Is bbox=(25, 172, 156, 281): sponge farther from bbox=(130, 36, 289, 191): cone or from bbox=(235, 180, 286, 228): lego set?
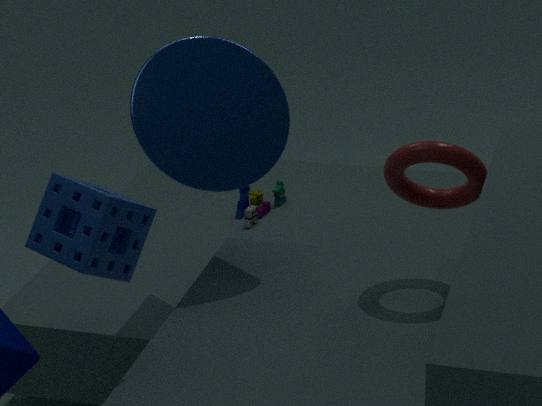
bbox=(235, 180, 286, 228): lego set
